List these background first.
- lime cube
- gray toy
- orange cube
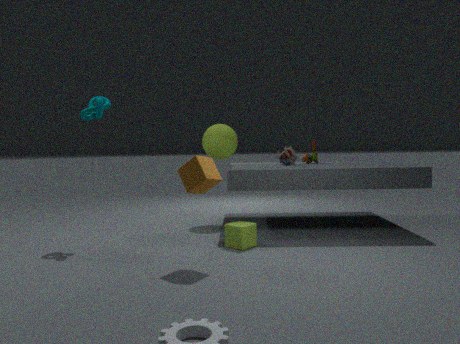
gray toy
lime cube
orange cube
